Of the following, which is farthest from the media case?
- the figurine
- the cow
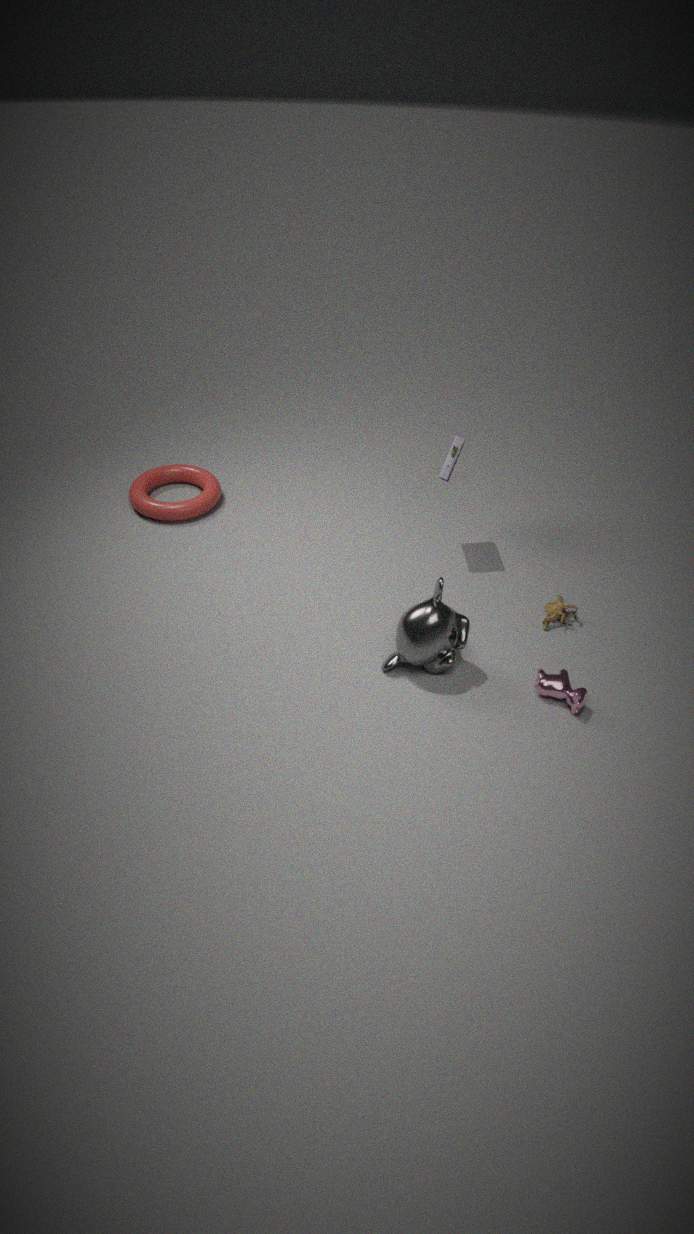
the cow
